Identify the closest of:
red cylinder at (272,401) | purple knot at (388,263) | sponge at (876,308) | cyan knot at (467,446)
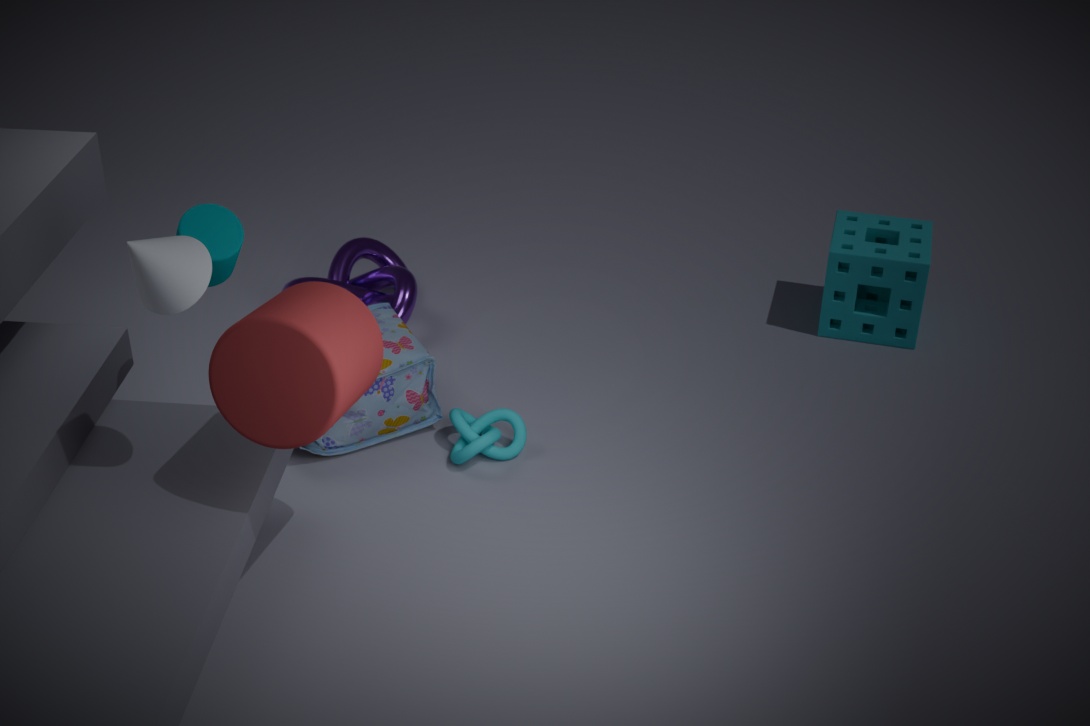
red cylinder at (272,401)
